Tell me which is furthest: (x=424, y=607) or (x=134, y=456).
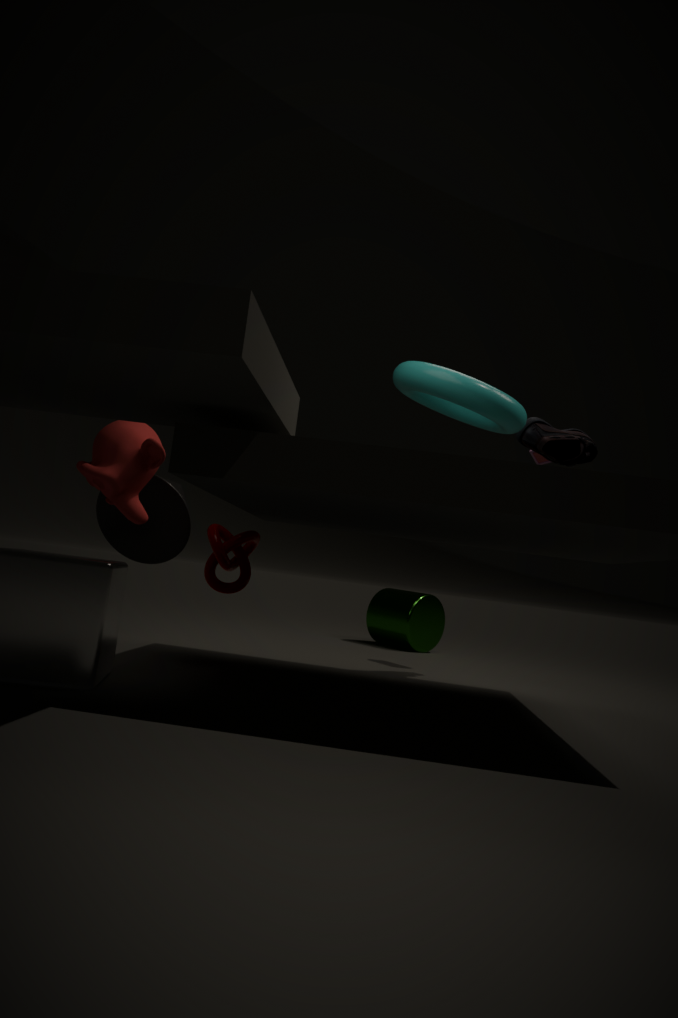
(x=424, y=607)
